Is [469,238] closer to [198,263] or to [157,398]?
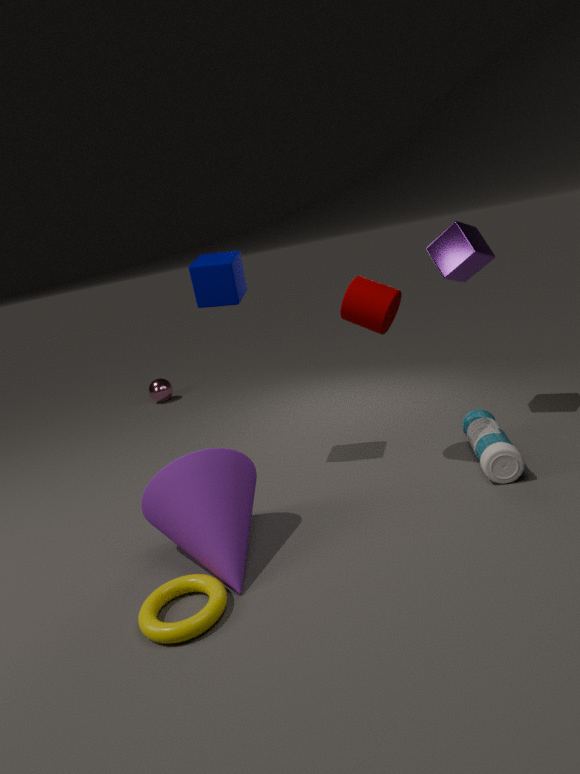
[198,263]
